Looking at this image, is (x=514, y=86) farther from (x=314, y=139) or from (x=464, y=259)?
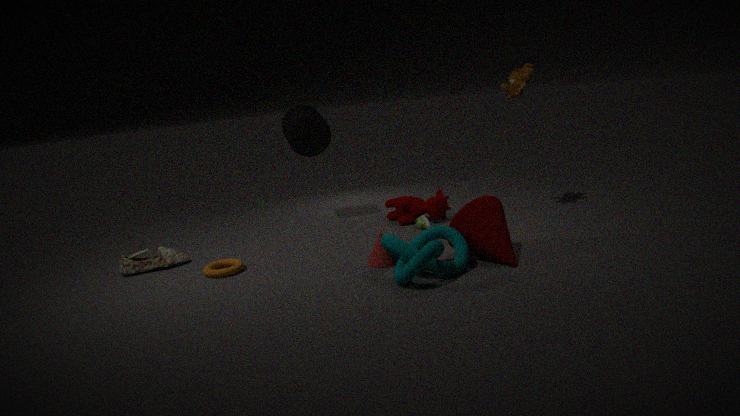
(x=464, y=259)
